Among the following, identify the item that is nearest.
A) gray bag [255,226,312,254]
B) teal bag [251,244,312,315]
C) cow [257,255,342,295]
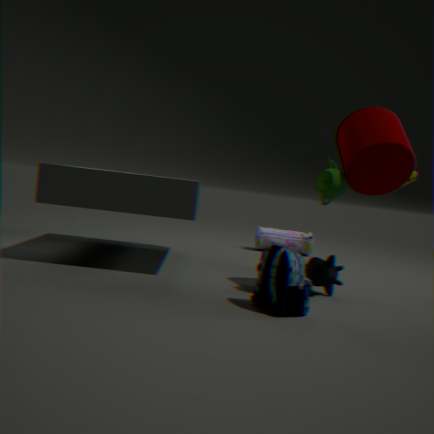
teal bag [251,244,312,315]
